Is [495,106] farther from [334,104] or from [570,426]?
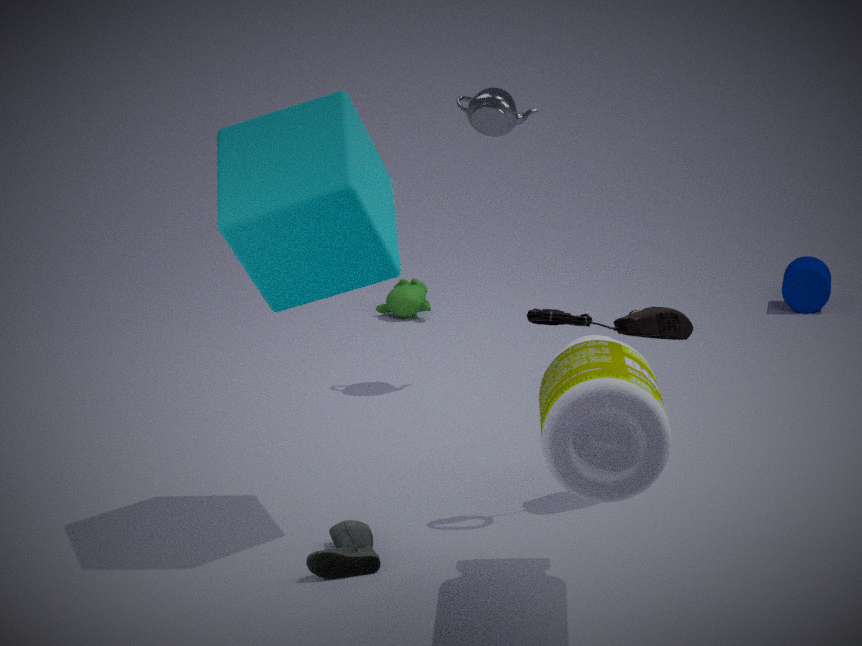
[570,426]
